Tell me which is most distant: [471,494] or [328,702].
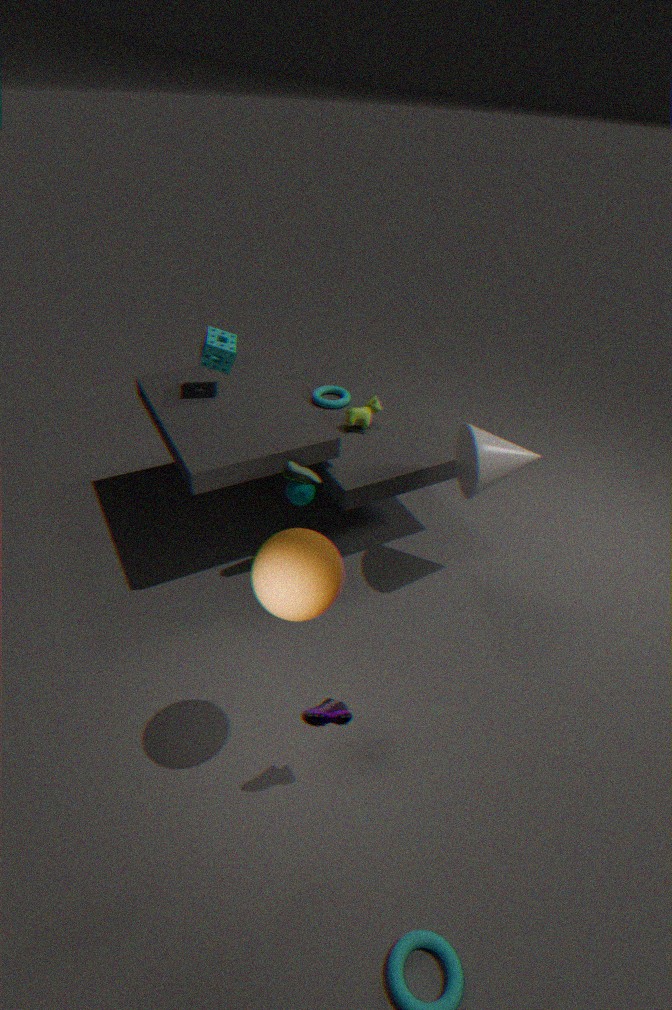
[471,494]
